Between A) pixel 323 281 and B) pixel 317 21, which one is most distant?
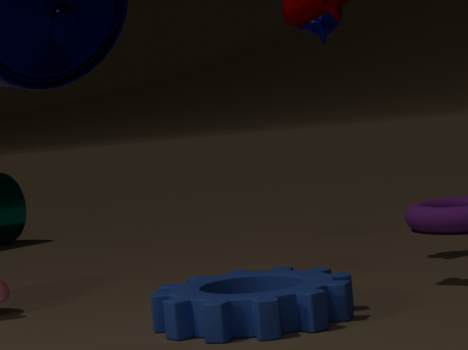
B. pixel 317 21
